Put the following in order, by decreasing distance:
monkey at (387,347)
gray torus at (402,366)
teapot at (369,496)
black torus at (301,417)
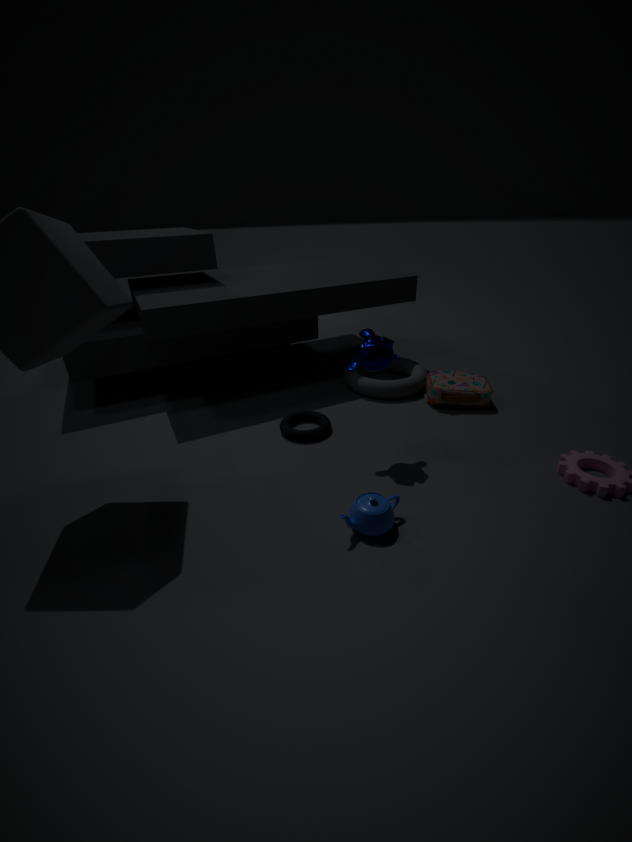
gray torus at (402,366) → black torus at (301,417) → monkey at (387,347) → teapot at (369,496)
